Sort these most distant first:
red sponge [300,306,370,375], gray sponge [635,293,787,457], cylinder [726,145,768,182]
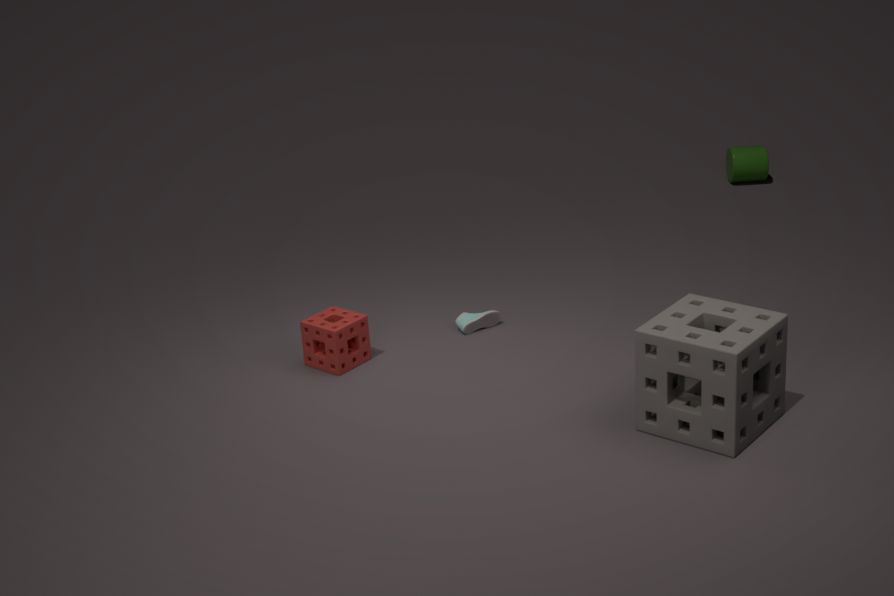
cylinder [726,145,768,182], red sponge [300,306,370,375], gray sponge [635,293,787,457]
